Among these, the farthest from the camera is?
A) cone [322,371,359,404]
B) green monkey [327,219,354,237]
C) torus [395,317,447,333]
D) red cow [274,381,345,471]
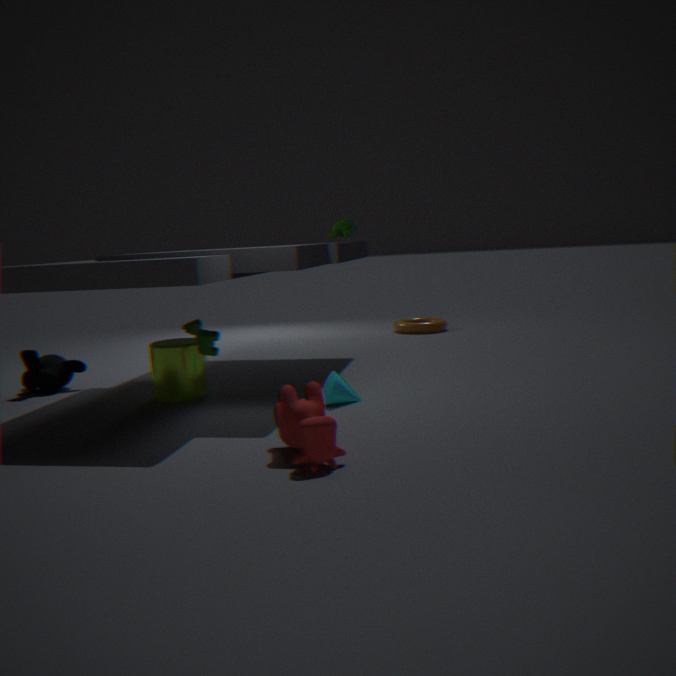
torus [395,317,447,333]
